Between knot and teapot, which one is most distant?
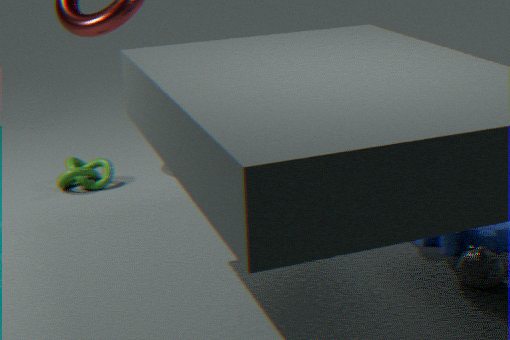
knot
